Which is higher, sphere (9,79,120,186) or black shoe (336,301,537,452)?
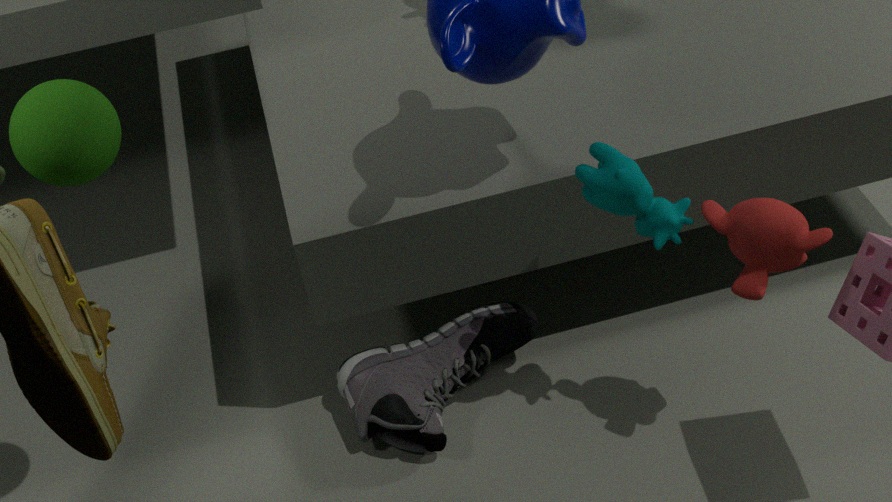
sphere (9,79,120,186)
